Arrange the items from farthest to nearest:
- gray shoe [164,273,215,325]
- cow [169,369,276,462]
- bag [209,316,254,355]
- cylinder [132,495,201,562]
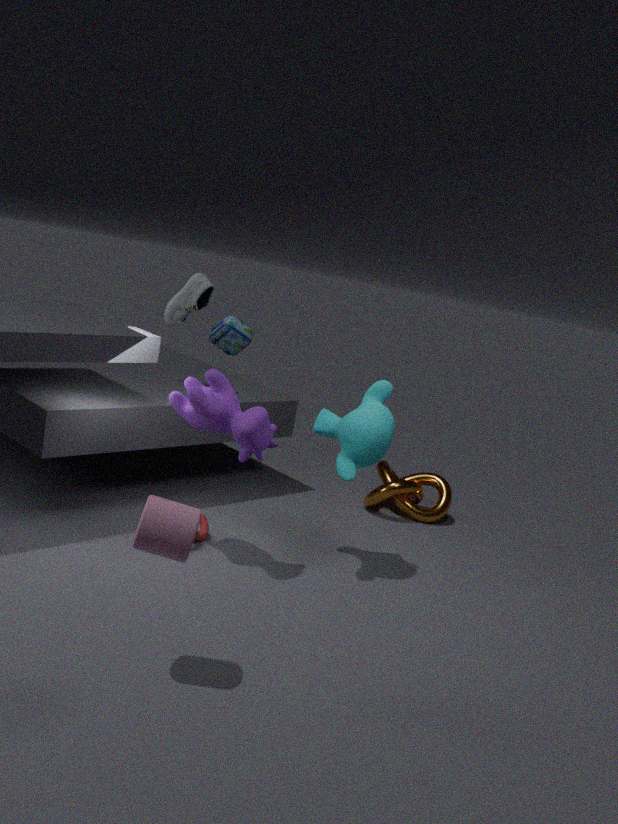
bag [209,316,254,355], gray shoe [164,273,215,325], cow [169,369,276,462], cylinder [132,495,201,562]
